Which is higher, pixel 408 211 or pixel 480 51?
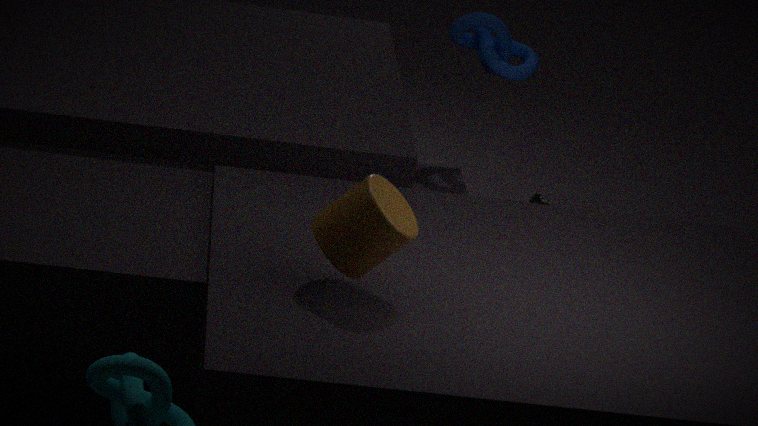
pixel 480 51
